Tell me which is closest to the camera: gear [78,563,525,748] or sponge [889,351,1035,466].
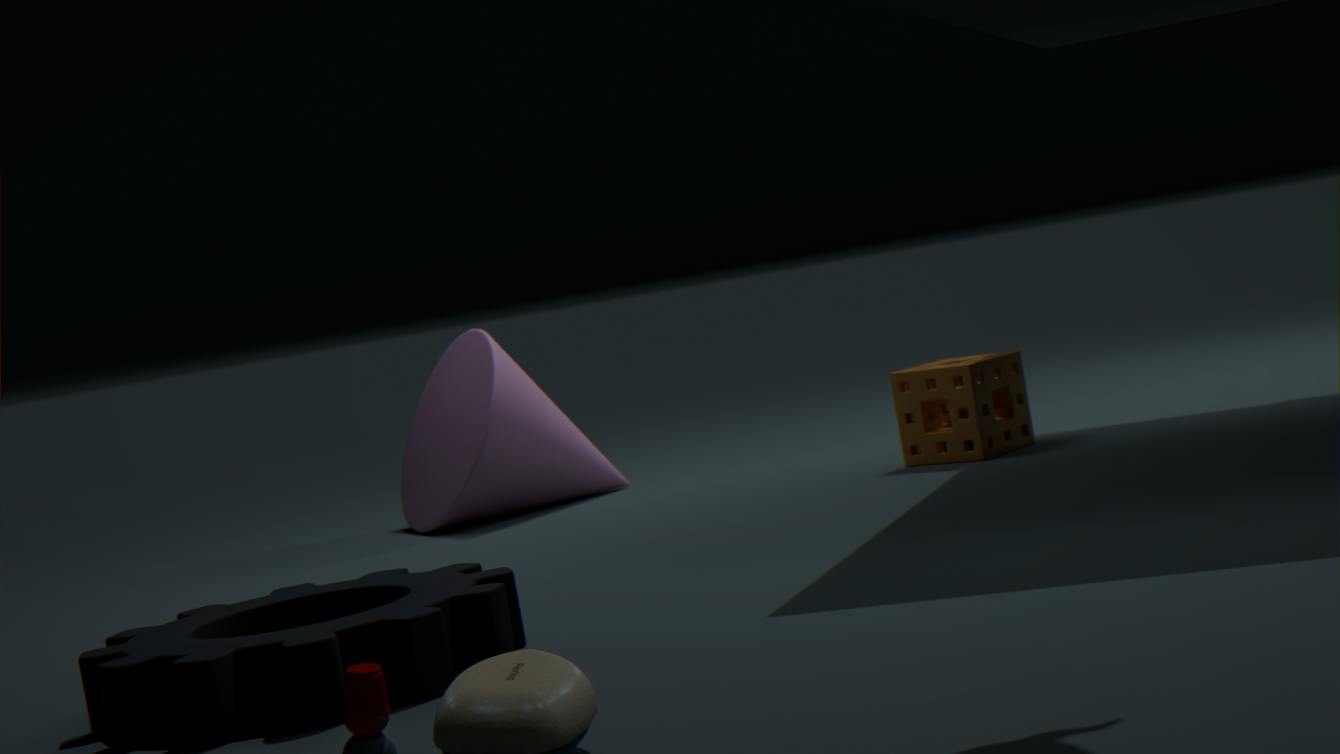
gear [78,563,525,748]
